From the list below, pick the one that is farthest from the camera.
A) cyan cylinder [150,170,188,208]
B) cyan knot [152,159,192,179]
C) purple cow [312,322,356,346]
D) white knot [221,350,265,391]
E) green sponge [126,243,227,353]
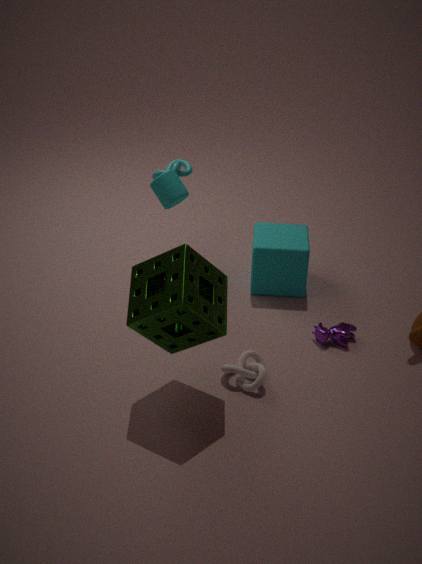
cyan knot [152,159,192,179]
